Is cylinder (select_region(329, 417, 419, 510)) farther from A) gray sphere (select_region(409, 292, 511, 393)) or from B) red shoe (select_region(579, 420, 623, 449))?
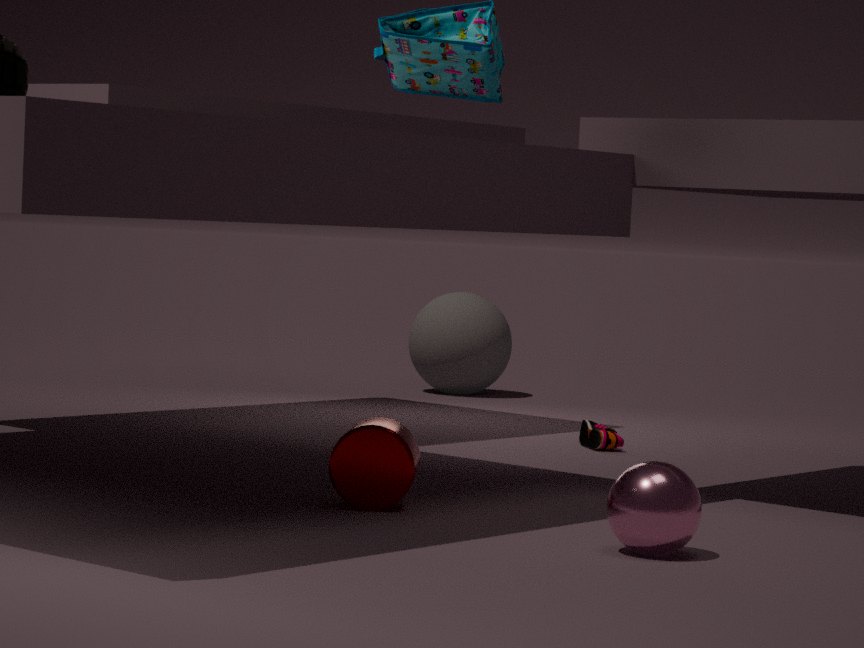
A) gray sphere (select_region(409, 292, 511, 393))
